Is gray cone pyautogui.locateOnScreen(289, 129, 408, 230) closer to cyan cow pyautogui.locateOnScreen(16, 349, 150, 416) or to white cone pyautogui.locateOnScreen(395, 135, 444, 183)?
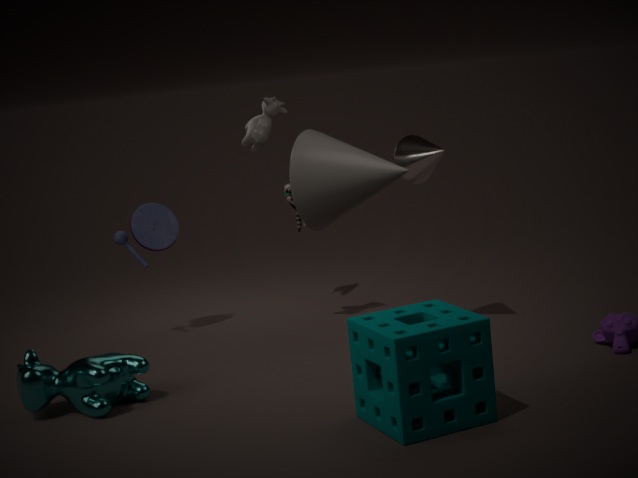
white cone pyautogui.locateOnScreen(395, 135, 444, 183)
